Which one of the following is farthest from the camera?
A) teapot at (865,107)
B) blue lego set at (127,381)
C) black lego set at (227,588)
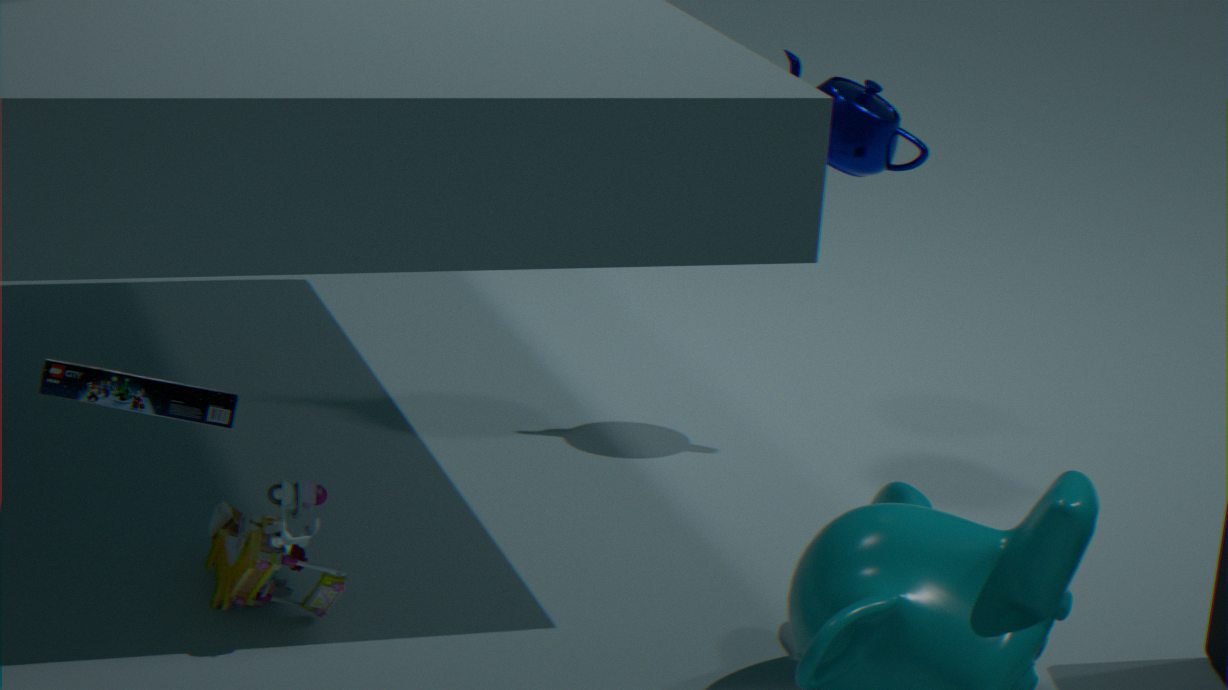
teapot at (865,107)
